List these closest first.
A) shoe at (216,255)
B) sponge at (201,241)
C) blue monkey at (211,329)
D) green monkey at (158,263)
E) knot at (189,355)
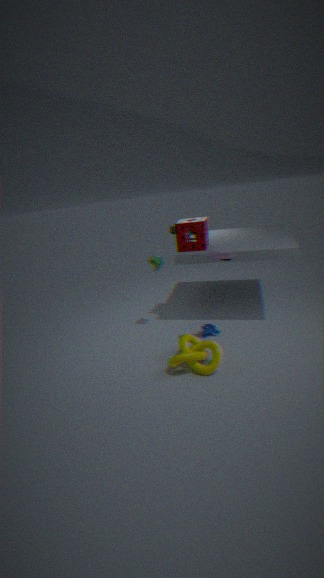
knot at (189,355), shoe at (216,255), blue monkey at (211,329), green monkey at (158,263), sponge at (201,241)
